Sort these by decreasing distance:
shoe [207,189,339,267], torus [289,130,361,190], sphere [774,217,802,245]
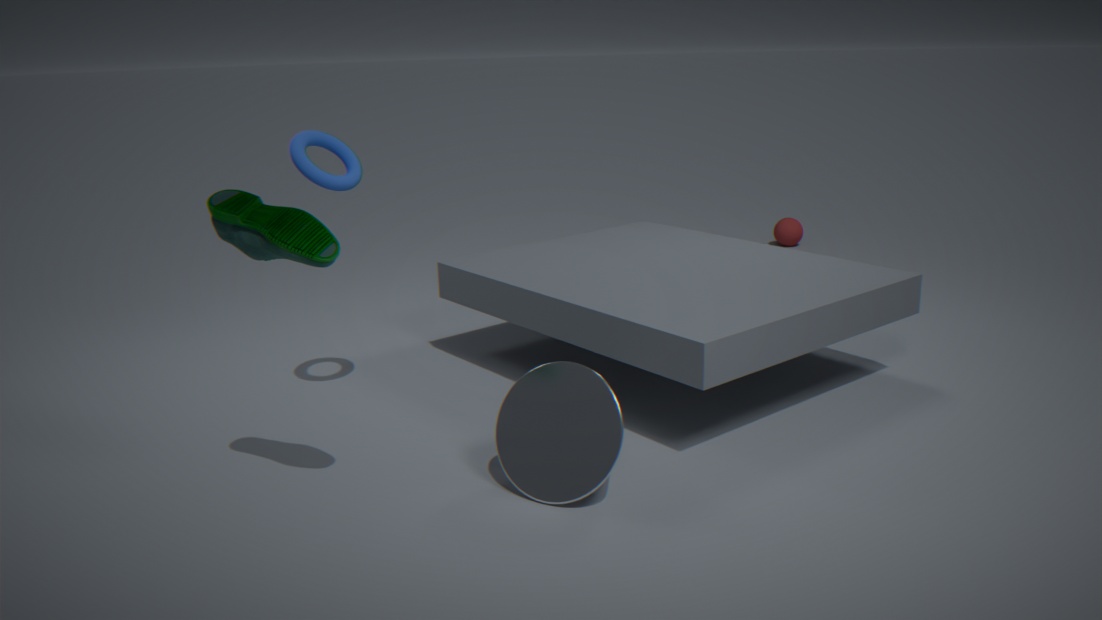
sphere [774,217,802,245] < torus [289,130,361,190] < shoe [207,189,339,267]
